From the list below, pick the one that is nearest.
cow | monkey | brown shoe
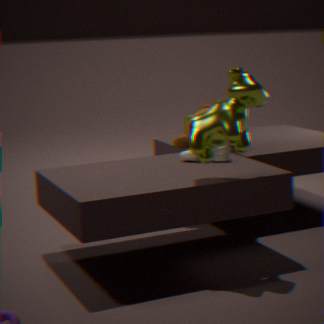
cow
